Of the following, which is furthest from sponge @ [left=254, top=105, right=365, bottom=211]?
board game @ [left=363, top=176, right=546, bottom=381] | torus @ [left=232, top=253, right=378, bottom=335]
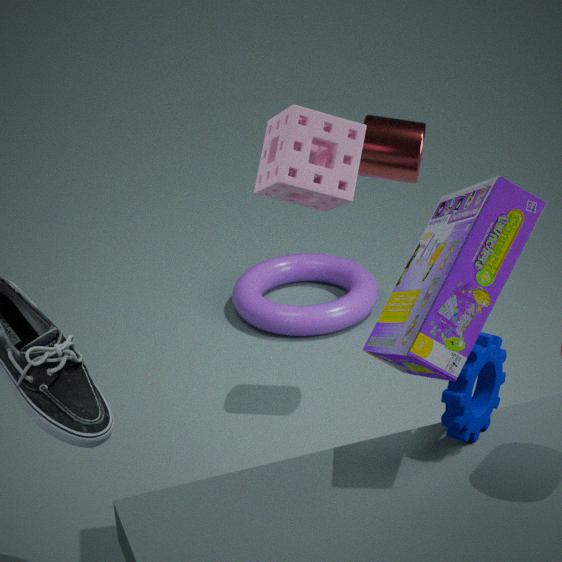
torus @ [left=232, top=253, right=378, bottom=335]
